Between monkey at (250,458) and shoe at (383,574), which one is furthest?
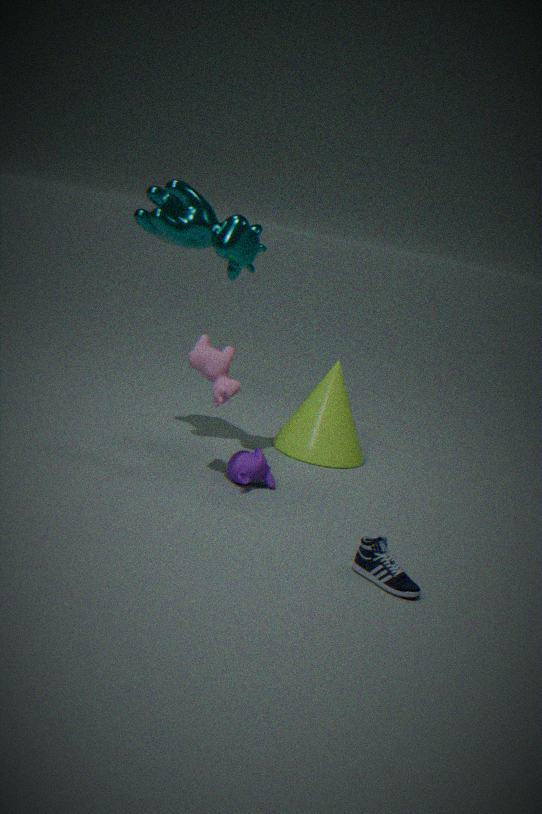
monkey at (250,458)
